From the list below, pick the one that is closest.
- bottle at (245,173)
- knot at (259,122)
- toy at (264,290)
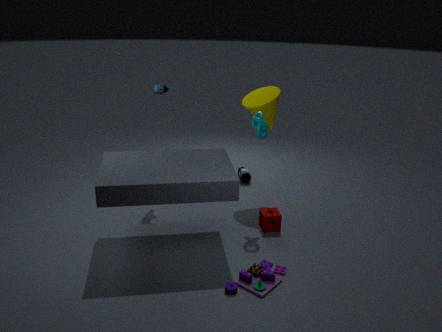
toy at (264,290)
